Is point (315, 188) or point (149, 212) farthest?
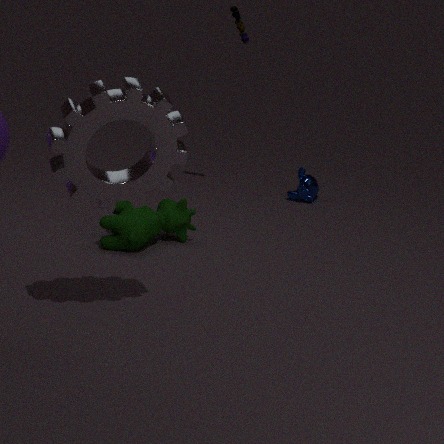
point (315, 188)
